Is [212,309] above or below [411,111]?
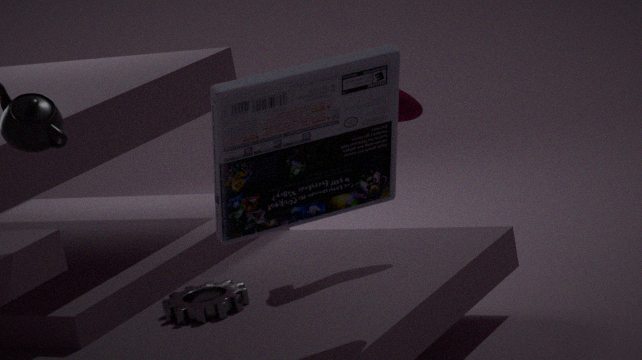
below
